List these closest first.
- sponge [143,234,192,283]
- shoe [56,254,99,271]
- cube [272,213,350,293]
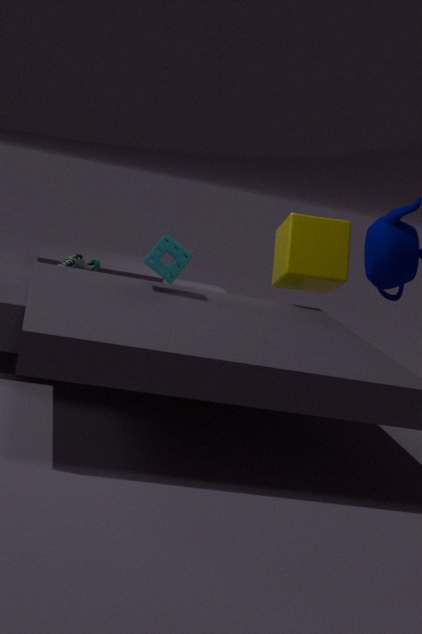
1. sponge [143,234,192,283]
2. cube [272,213,350,293]
3. shoe [56,254,99,271]
